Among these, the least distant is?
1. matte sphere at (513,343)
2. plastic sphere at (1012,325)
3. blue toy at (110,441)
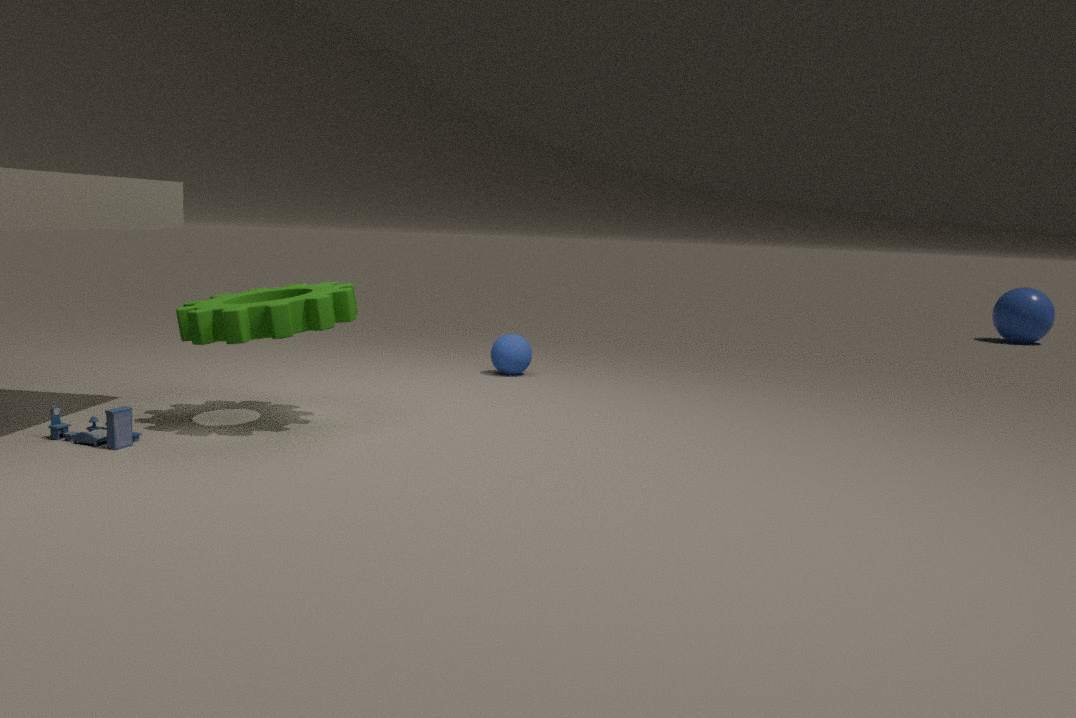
blue toy at (110,441)
